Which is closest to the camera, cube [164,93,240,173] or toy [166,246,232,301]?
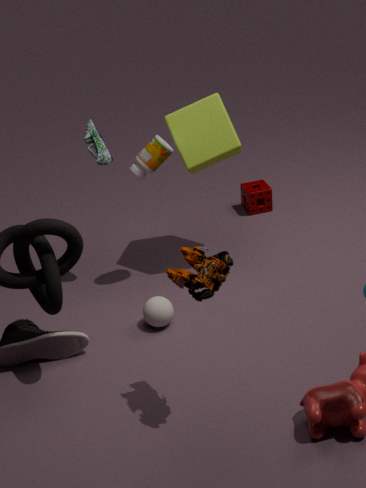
toy [166,246,232,301]
